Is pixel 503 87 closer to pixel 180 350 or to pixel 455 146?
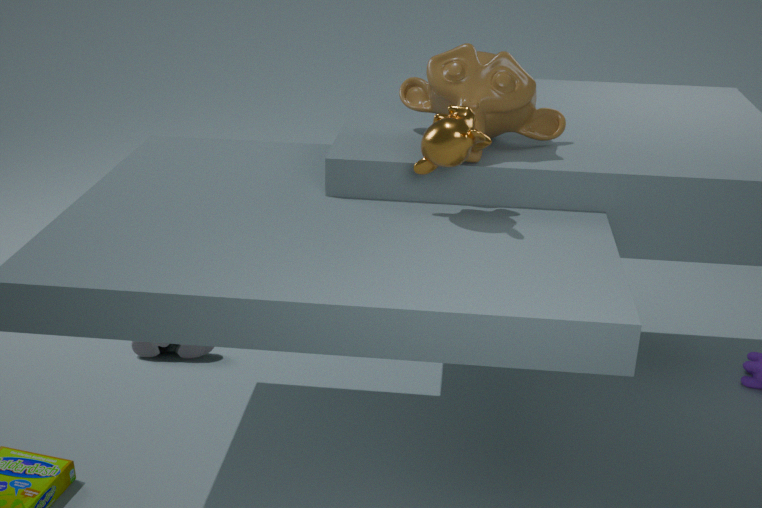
pixel 455 146
